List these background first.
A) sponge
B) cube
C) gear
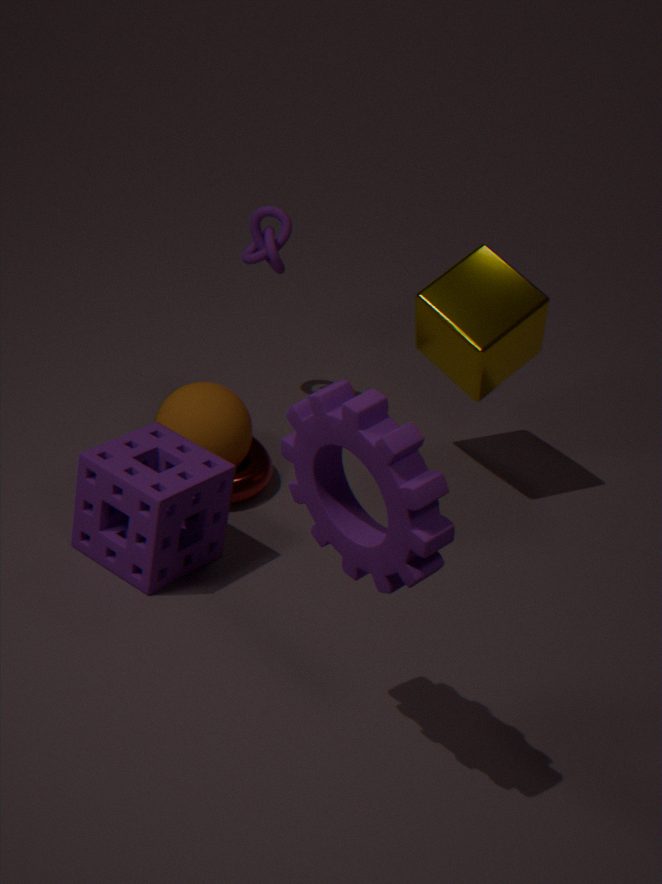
cube < sponge < gear
